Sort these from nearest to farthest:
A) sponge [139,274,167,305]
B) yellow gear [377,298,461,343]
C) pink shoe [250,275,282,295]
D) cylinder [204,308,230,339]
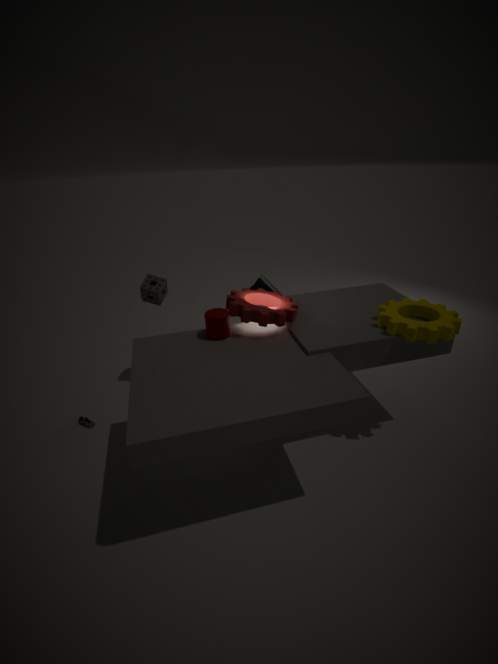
1. yellow gear [377,298,461,343]
2. cylinder [204,308,230,339]
3. sponge [139,274,167,305]
4. pink shoe [250,275,282,295]
